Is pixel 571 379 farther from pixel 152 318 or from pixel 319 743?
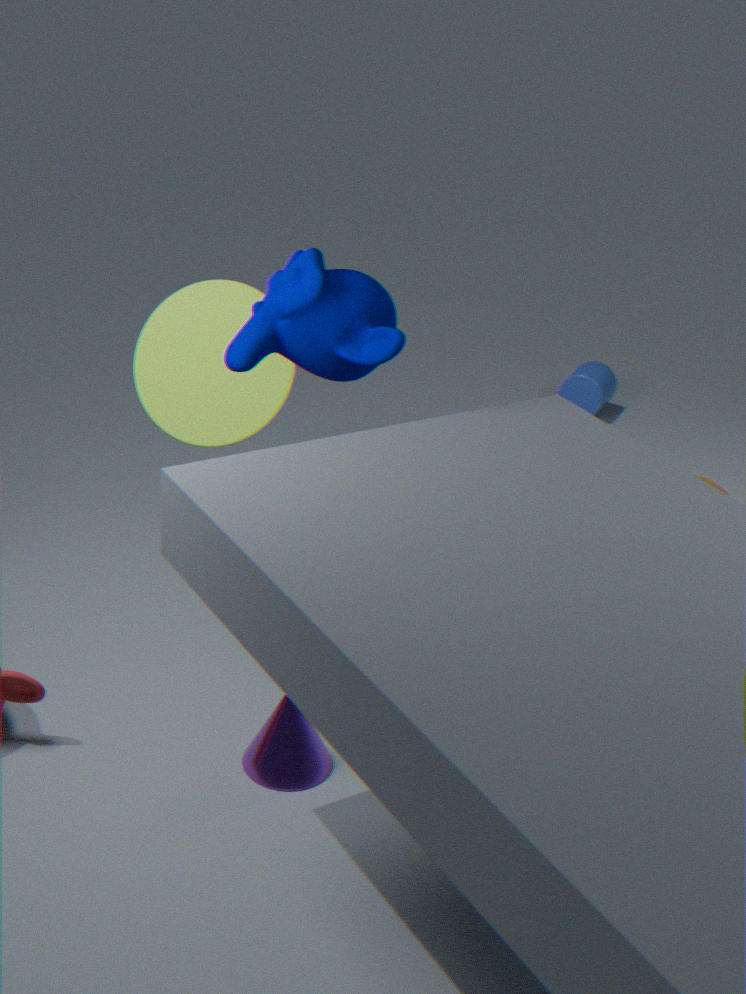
pixel 319 743
